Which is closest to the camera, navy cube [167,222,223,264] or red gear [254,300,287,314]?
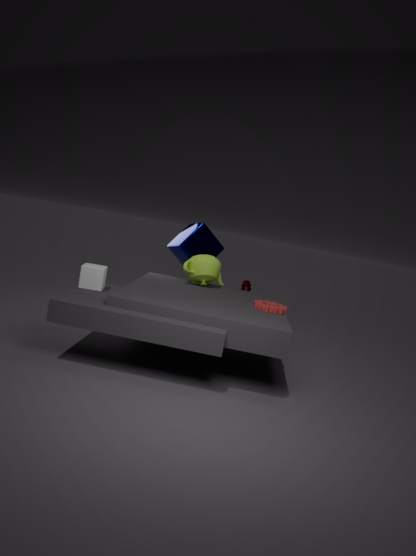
red gear [254,300,287,314]
